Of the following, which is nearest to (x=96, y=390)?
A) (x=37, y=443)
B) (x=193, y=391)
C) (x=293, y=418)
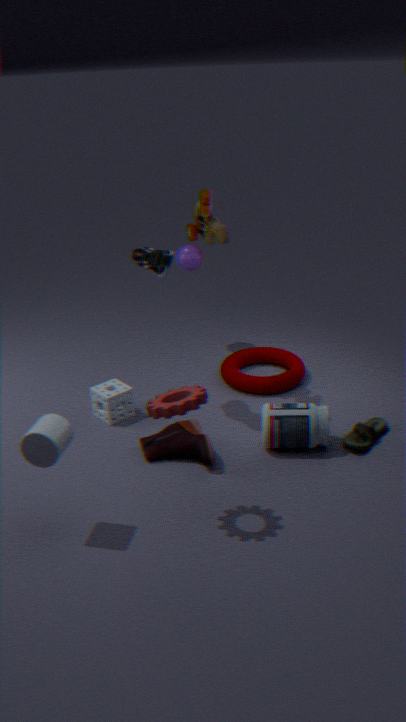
(x=293, y=418)
